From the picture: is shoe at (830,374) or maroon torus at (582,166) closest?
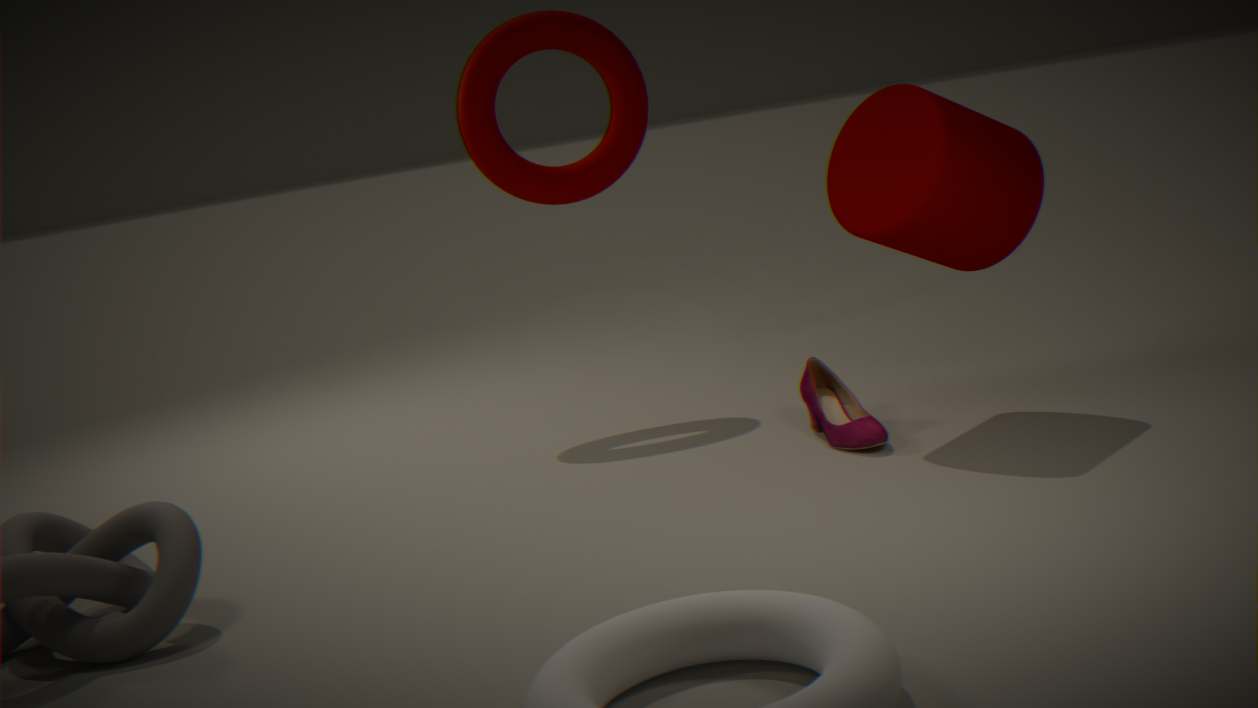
shoe at (830,374)
